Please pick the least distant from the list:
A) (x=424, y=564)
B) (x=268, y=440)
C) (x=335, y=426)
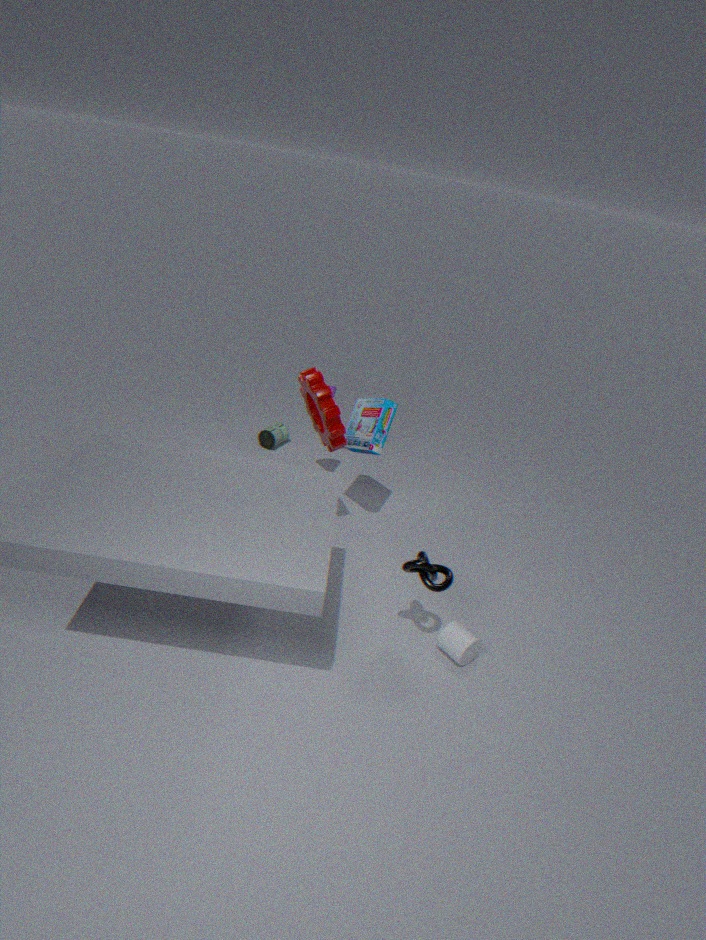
(x=424, y=564)
